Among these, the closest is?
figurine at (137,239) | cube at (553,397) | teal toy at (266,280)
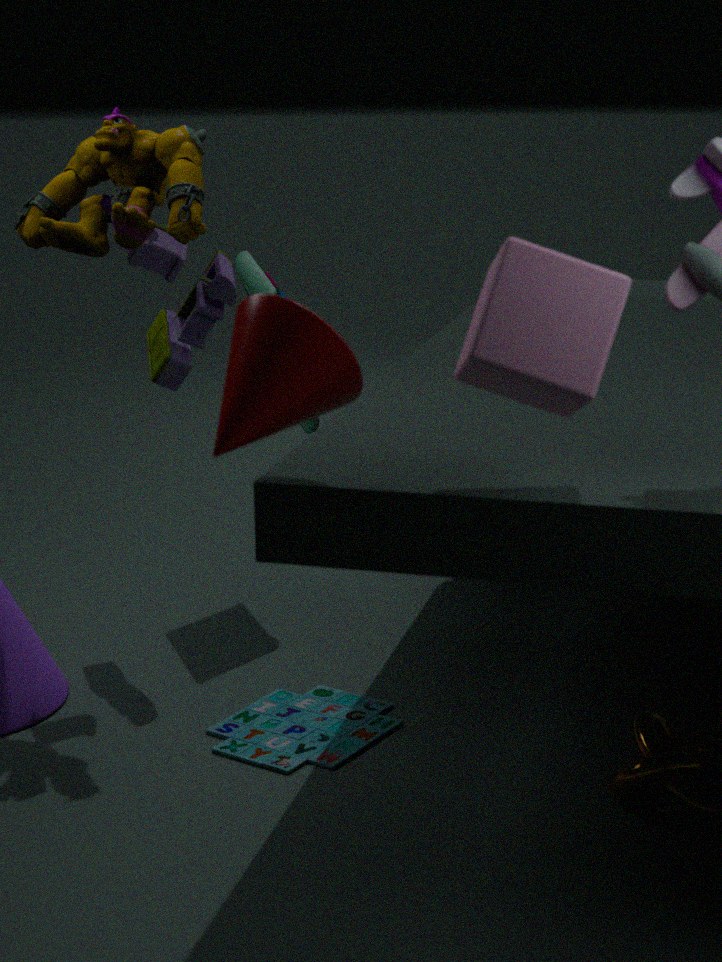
cube at (553,397)
